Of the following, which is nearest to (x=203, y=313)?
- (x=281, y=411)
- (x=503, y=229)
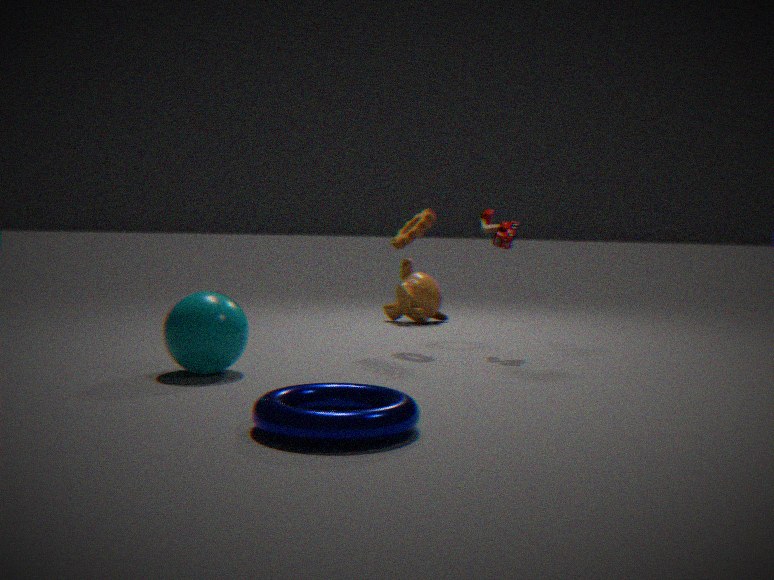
(x=281, y=411)
